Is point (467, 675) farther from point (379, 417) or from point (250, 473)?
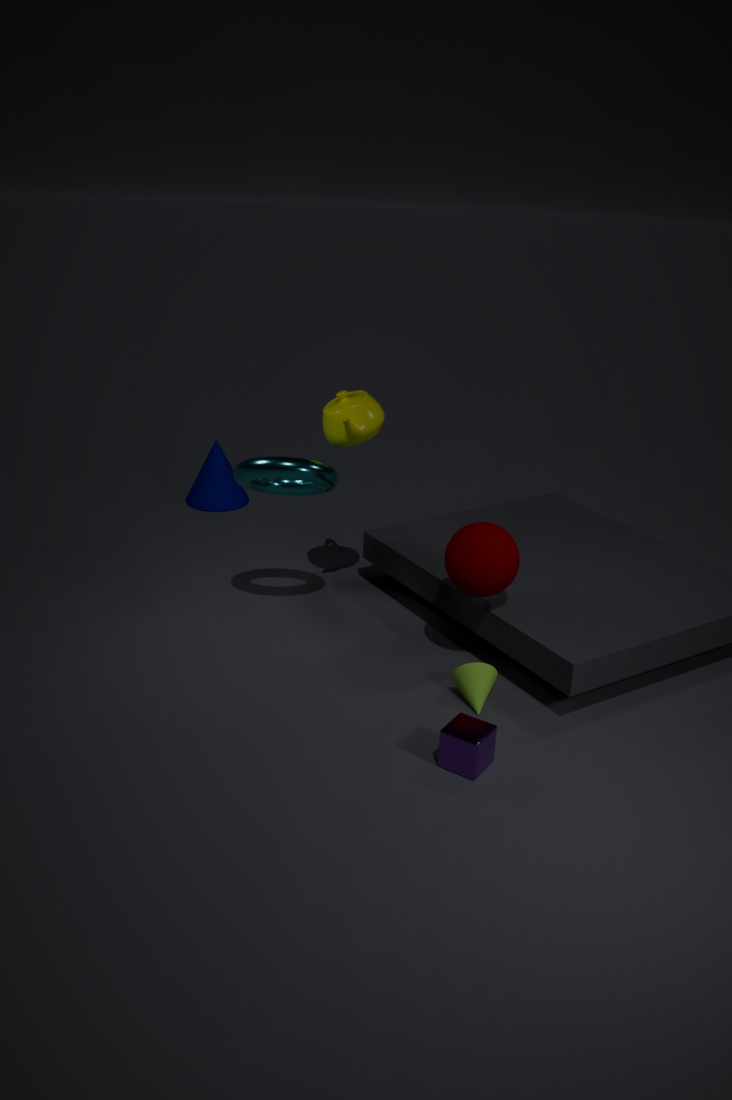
point (379, 417)
